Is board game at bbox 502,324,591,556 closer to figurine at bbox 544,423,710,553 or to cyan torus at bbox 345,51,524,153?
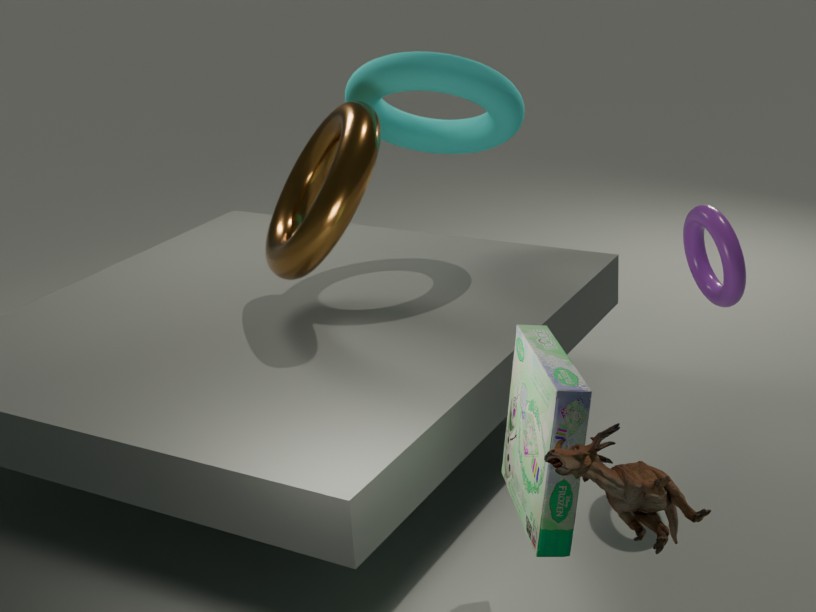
figurine at bbox 544,423,710,553
